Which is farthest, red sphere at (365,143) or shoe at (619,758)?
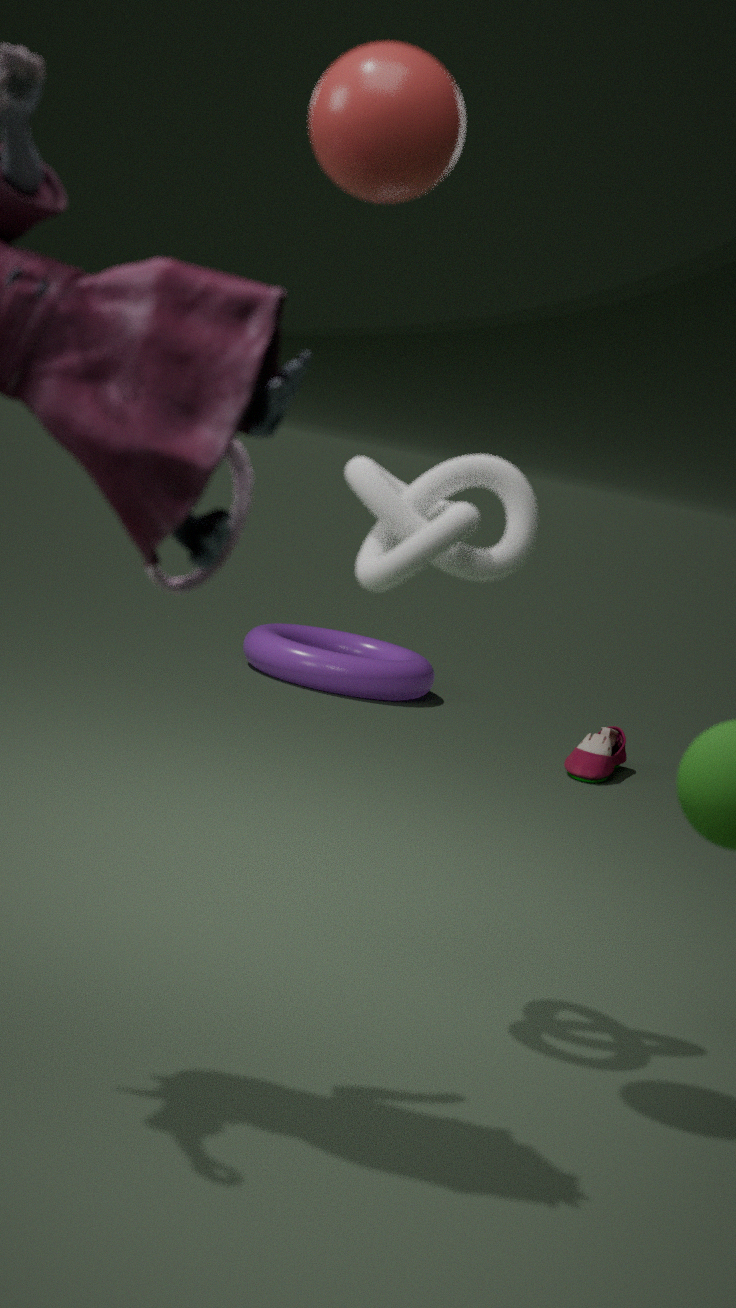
shoe at (619,758)
